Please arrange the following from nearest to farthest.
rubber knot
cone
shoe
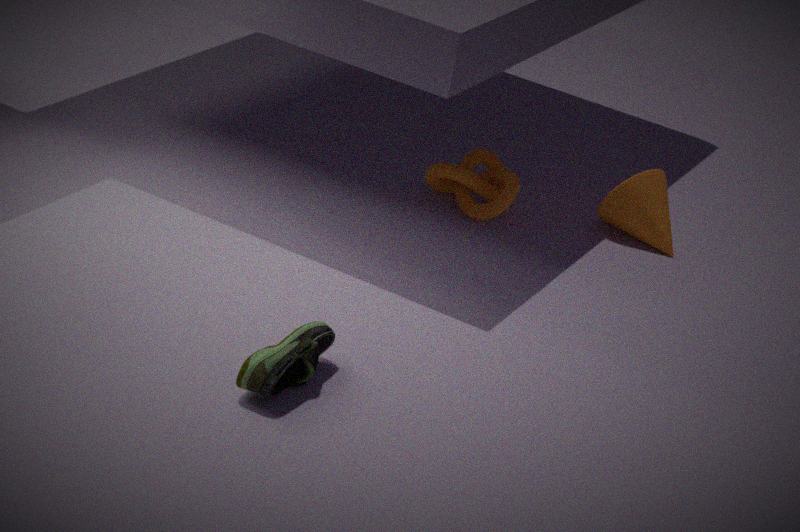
shoe
rubber knot
cone
